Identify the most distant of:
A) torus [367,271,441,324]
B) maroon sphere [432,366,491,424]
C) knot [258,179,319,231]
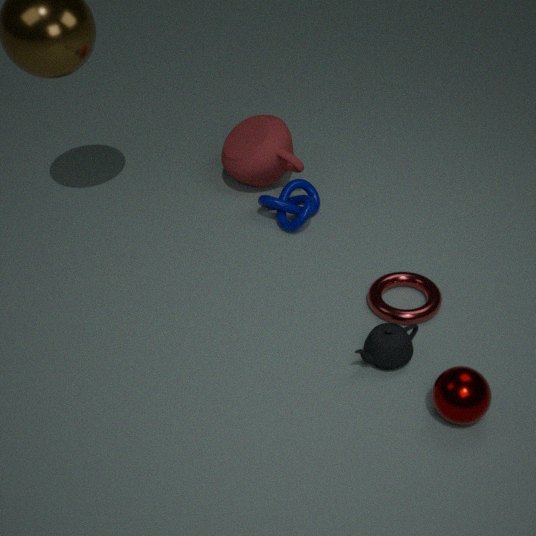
knot [258,179,319,231]
